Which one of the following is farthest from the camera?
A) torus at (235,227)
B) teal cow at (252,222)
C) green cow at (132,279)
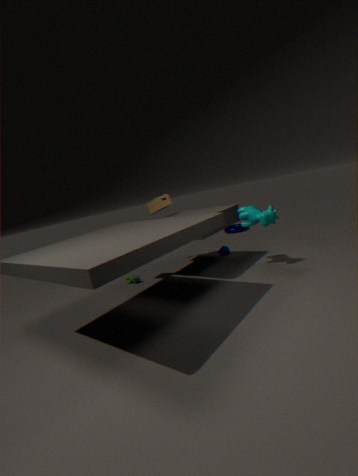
torus at (235,227)
